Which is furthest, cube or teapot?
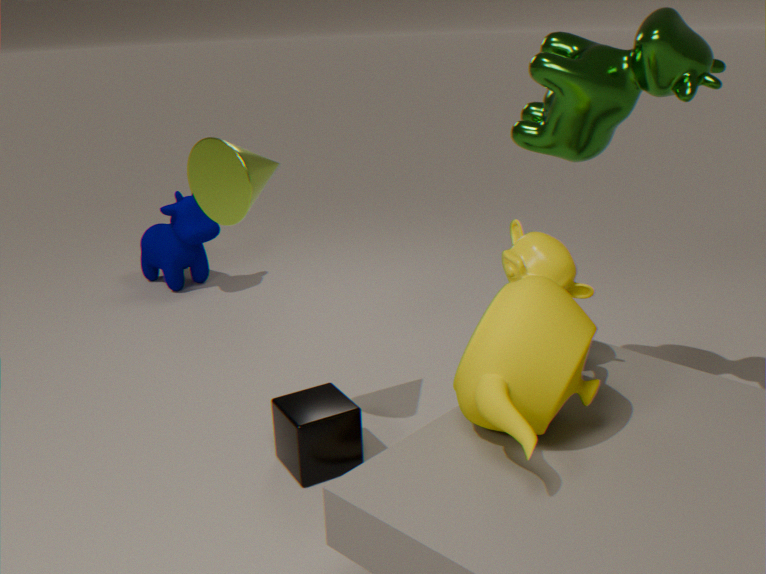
cube
